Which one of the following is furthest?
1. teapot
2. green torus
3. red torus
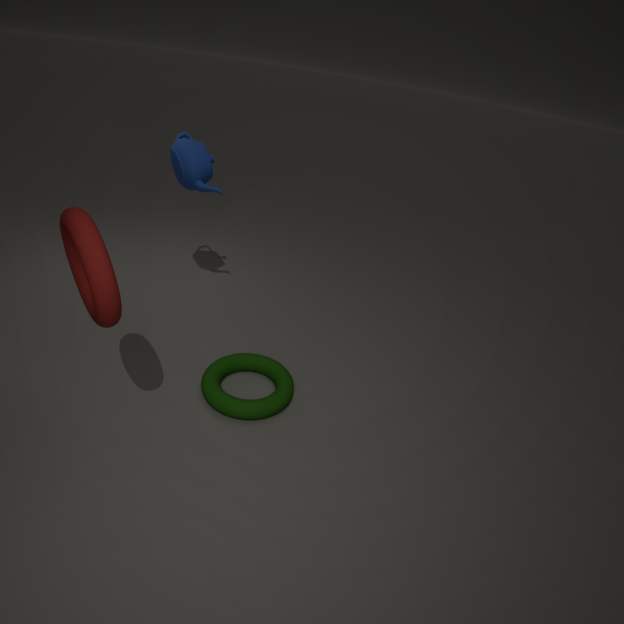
teapot
